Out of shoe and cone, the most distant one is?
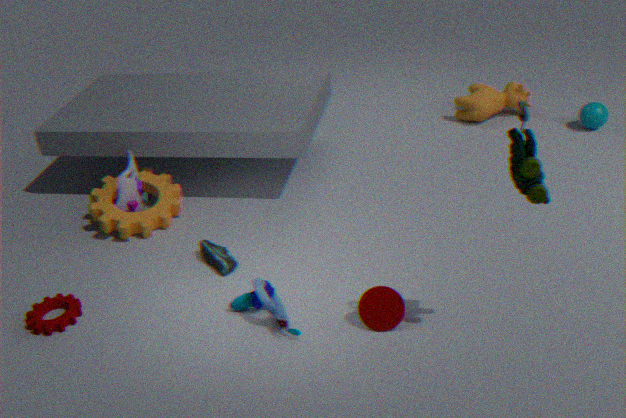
shoe
